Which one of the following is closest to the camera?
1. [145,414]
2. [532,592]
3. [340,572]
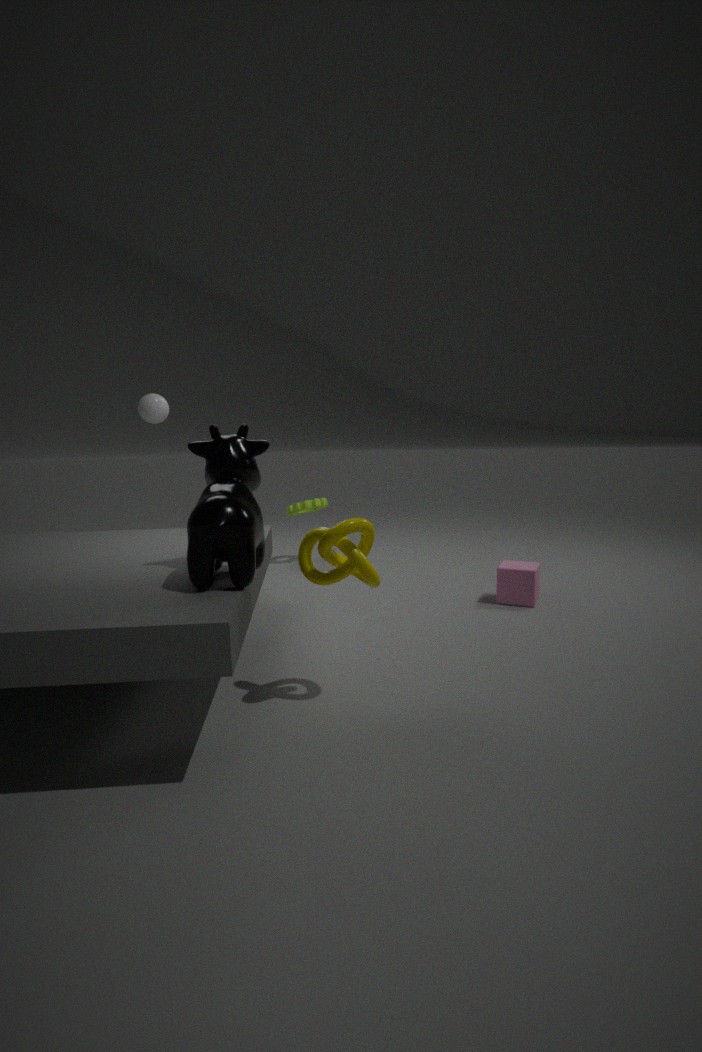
[340,572]
